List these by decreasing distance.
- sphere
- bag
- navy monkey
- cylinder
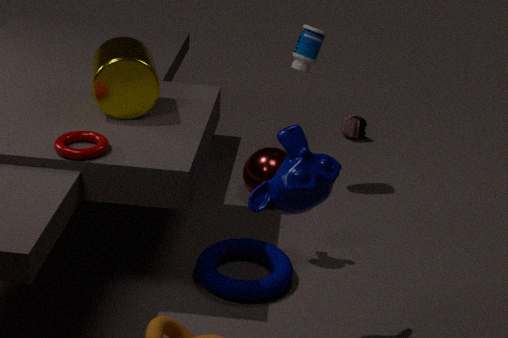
bag → sphere → cylinder → navy monkey
